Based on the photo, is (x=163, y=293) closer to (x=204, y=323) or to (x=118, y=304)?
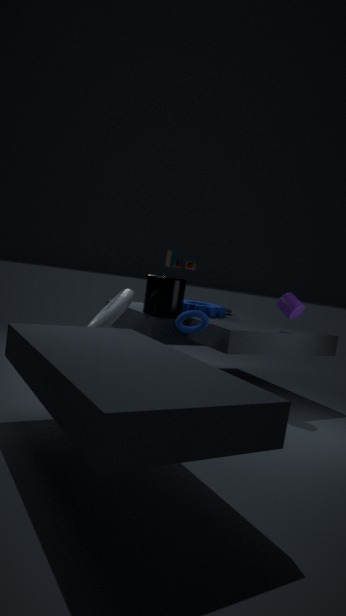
(x=118, y=304)
